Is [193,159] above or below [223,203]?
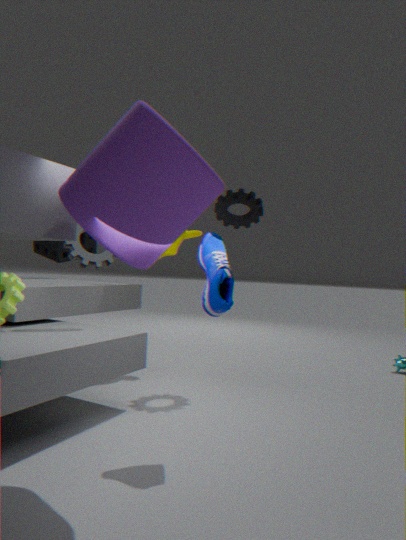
below
